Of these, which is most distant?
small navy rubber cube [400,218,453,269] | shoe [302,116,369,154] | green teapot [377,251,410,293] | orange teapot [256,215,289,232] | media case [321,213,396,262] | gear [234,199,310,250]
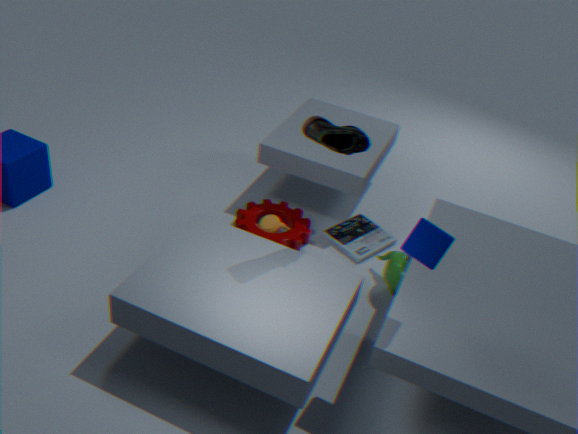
media case [321,213,396,262]
